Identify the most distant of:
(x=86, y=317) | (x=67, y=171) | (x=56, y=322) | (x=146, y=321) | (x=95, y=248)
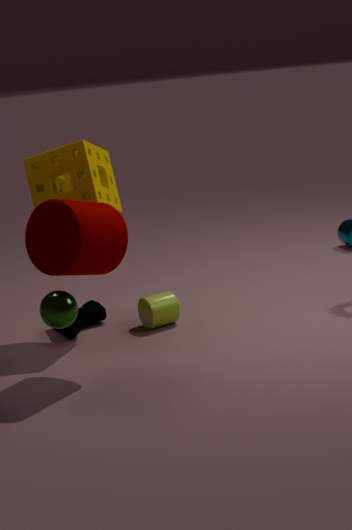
(x=86, y=317)
